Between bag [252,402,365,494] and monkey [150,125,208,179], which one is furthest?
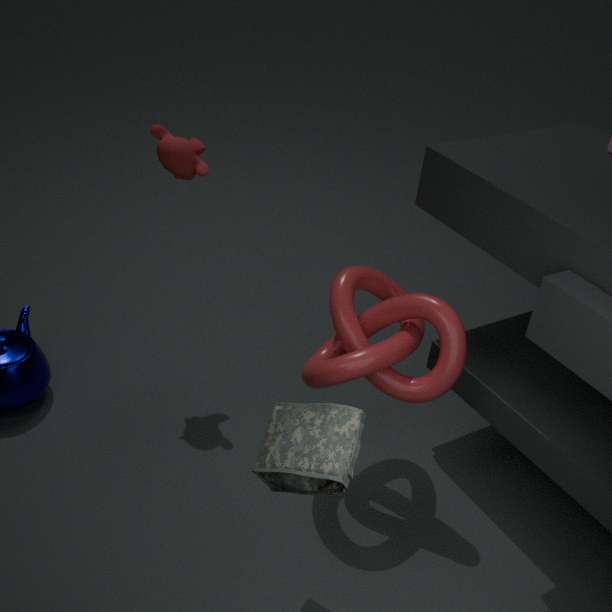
monkey [150,125,208,179]
